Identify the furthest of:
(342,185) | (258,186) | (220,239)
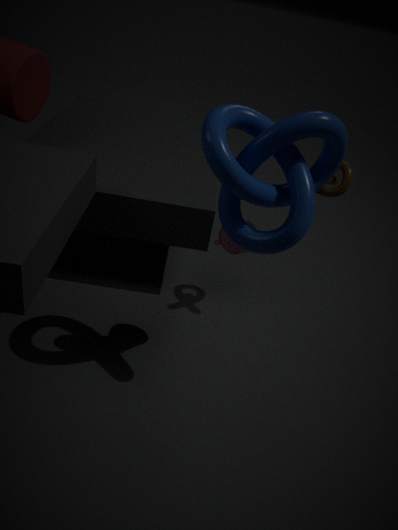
(342,185)
